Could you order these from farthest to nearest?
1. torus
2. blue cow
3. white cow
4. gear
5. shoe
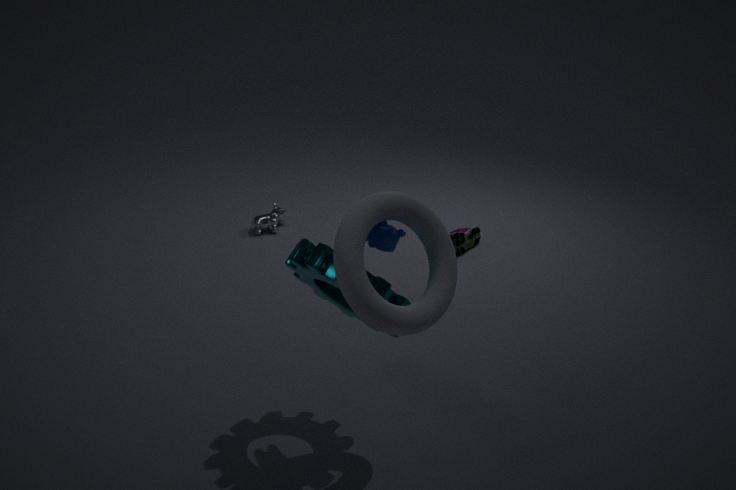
white cow → shoe → gear → blue cow → torus
